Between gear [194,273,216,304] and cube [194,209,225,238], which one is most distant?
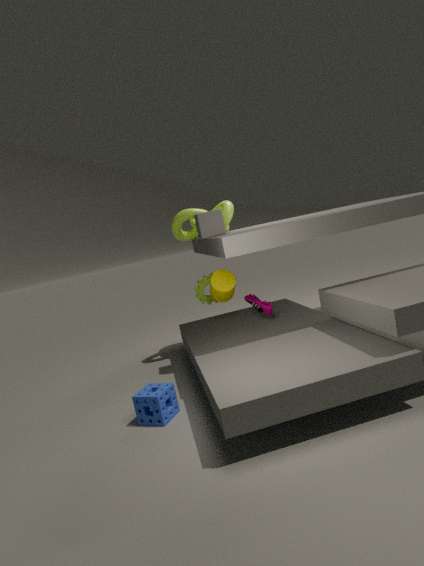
gear [194,273,216,304]
